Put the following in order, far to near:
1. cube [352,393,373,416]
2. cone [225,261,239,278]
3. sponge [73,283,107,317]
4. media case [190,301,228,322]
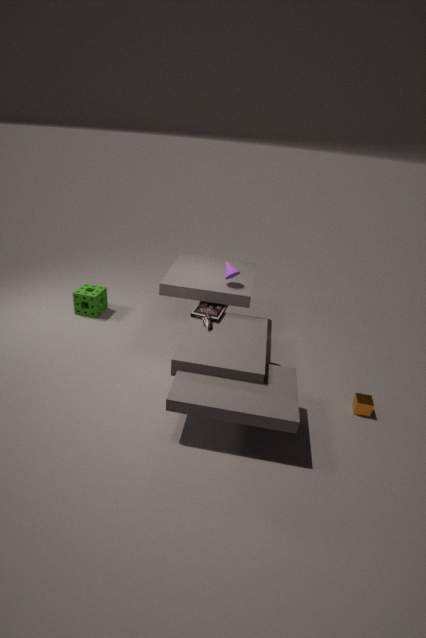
sponge [73,283,107,317] < cone [225,261,239,278] < media case [190,301,228,322] < cube [352,393,373,416]
